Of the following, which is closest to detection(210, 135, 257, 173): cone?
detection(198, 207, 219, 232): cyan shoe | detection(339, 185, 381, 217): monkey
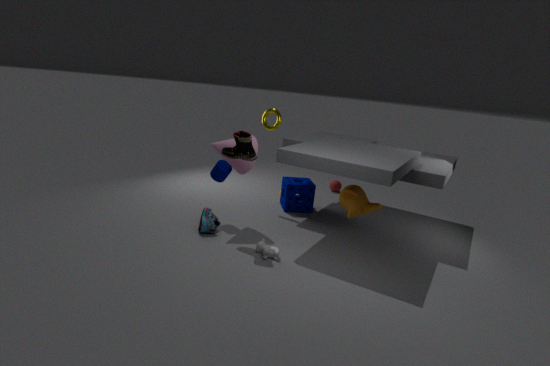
detection(198, 207, 219, 232): cyan shoe
